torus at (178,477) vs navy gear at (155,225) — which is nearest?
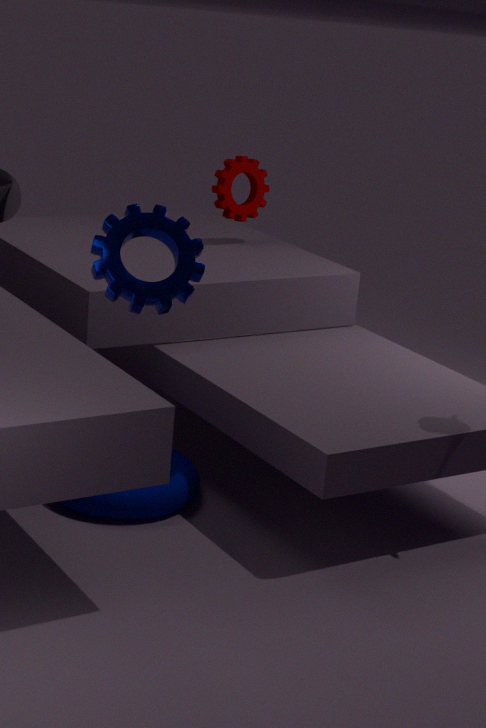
navy gear at (155,225)
